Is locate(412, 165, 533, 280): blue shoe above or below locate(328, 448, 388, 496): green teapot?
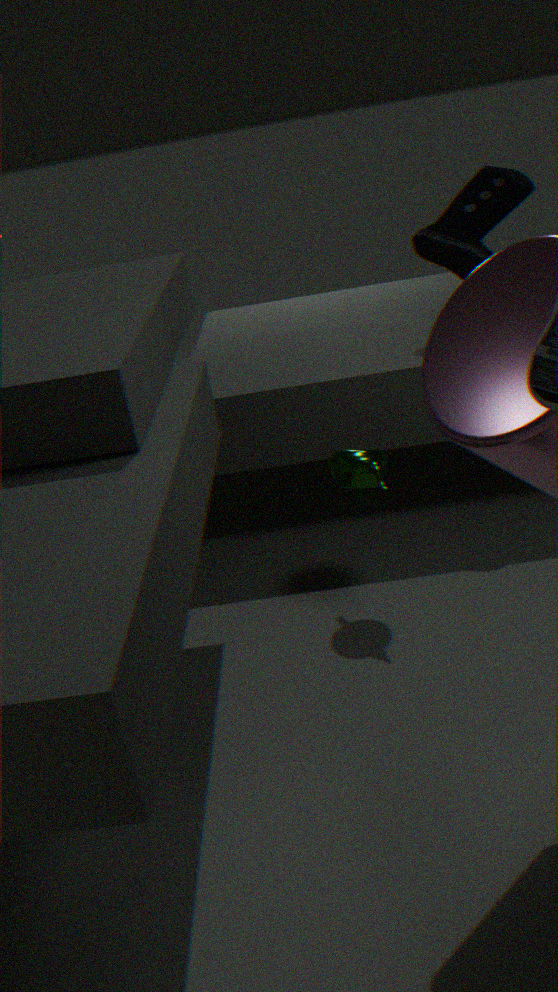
above
